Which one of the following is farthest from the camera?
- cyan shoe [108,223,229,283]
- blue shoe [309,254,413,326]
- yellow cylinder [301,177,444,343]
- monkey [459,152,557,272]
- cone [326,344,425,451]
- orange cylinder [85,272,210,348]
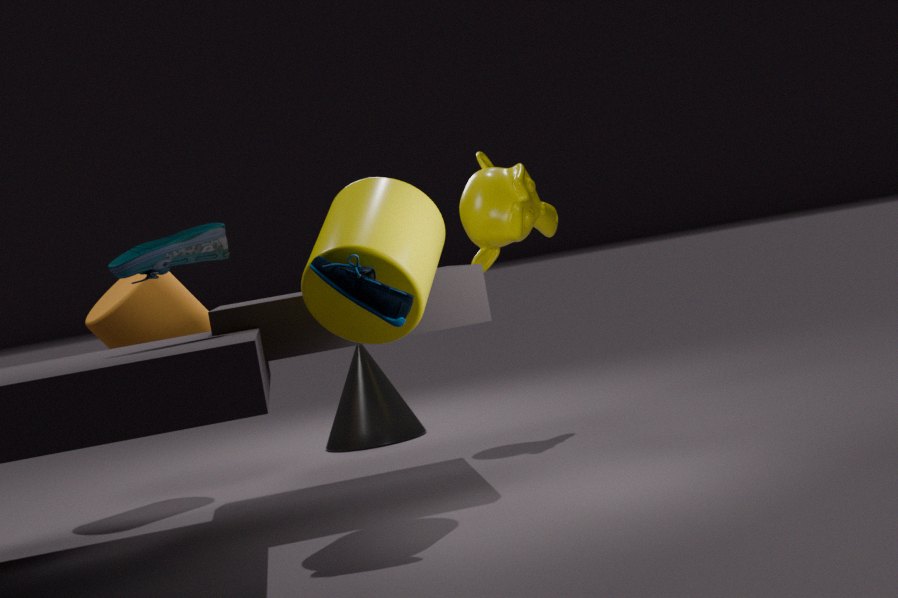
cone [326,344,425,451]
